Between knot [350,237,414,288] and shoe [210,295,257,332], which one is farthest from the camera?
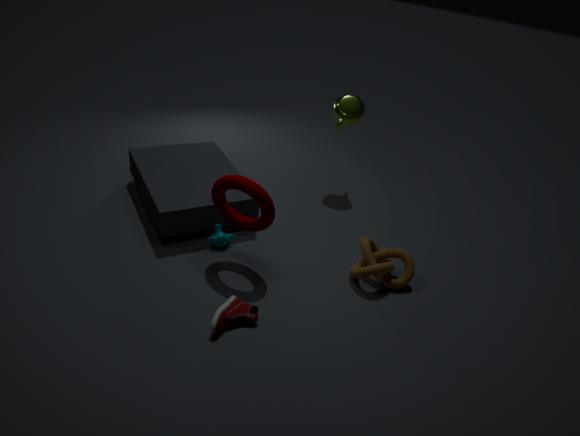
knot [350,237,414,288]
